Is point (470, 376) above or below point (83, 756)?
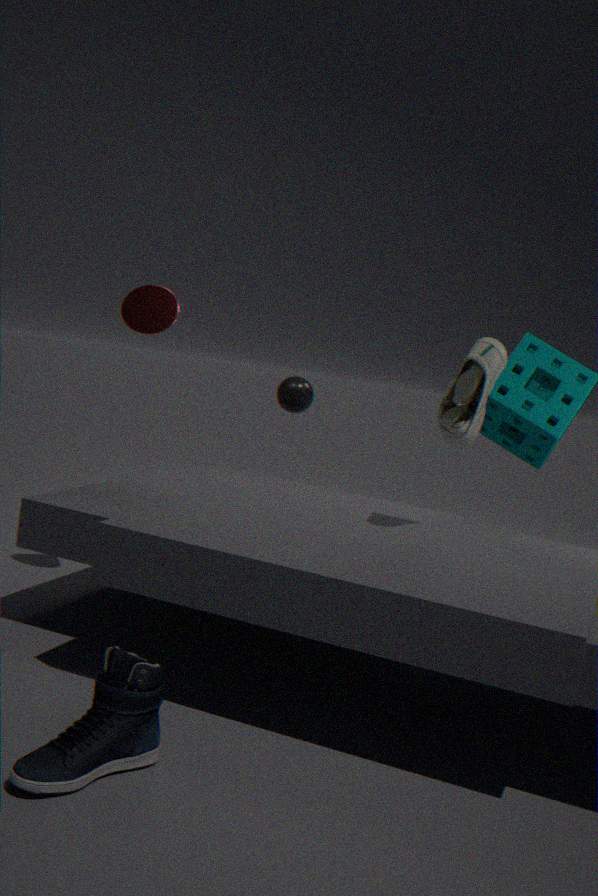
above
